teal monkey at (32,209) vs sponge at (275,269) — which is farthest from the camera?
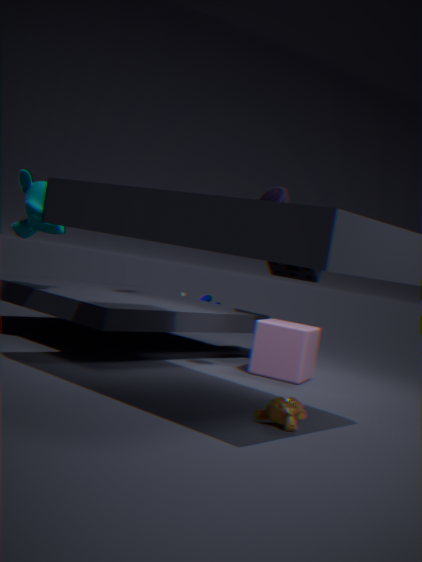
sponge at (275,269)
